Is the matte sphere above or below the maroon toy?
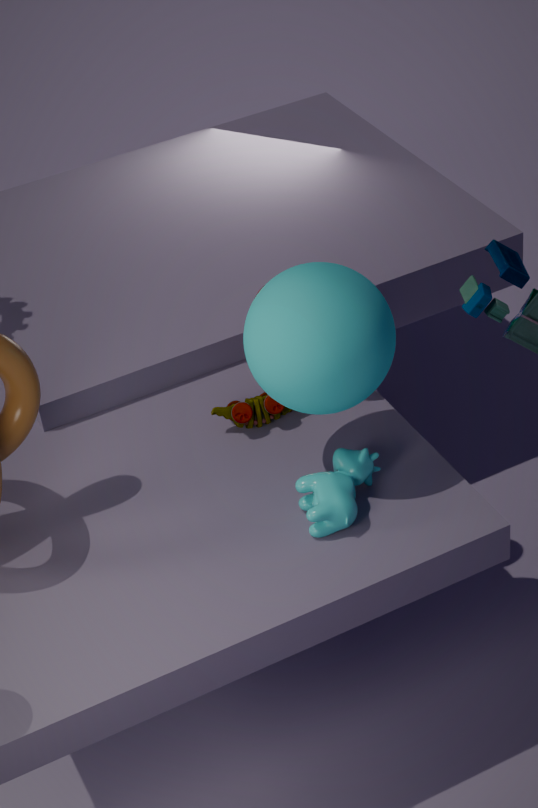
above
